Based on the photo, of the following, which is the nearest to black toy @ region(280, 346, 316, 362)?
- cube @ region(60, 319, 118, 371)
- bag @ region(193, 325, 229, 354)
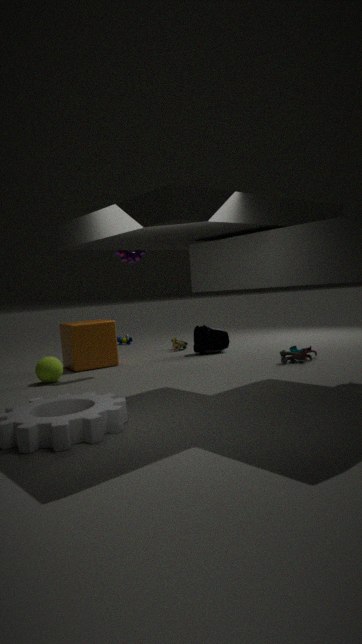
bag @ region(193, 325, 229, 354)
